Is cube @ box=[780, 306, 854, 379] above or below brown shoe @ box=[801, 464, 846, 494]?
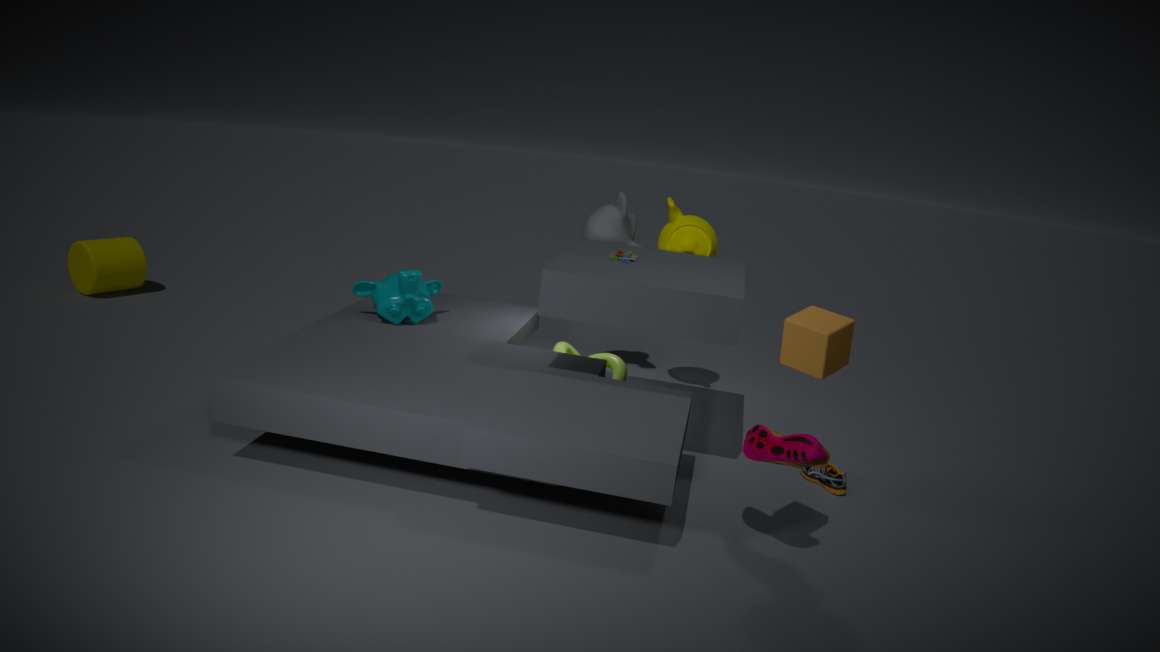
above
